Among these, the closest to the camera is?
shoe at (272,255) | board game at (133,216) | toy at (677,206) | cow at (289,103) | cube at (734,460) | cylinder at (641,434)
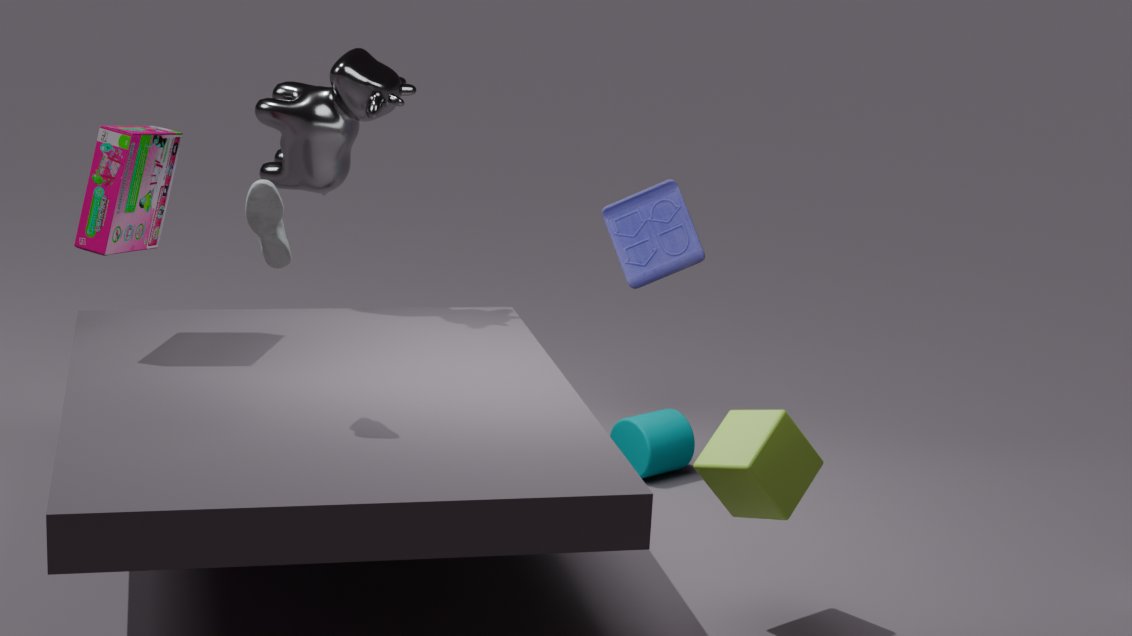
shoe at (272,255)
